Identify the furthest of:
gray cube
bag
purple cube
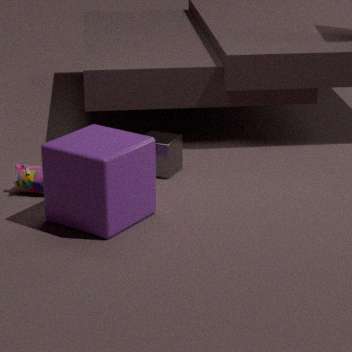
gray cube
